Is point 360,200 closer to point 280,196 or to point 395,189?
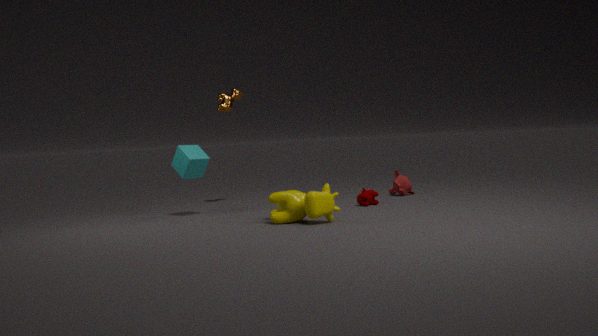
point 395,189
